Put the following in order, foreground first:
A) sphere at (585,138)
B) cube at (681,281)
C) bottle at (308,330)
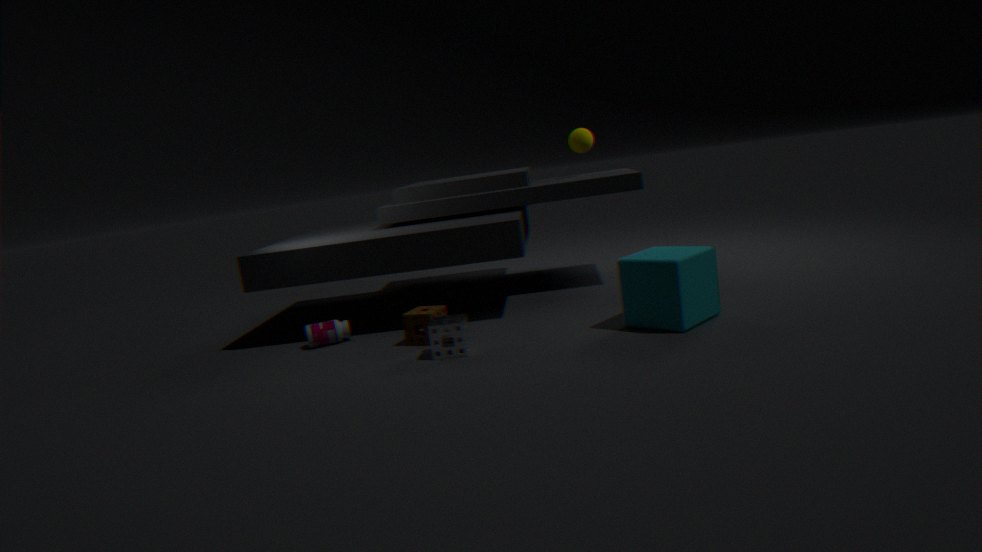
B. cube at (681,281)
C. bottle at (308,330)
A. sphere at (585,138)
